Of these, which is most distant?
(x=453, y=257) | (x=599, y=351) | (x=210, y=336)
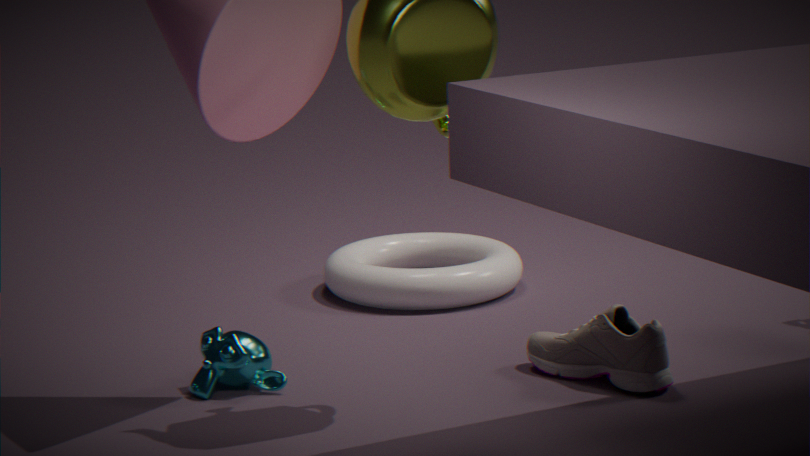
(x=453, y=257)
